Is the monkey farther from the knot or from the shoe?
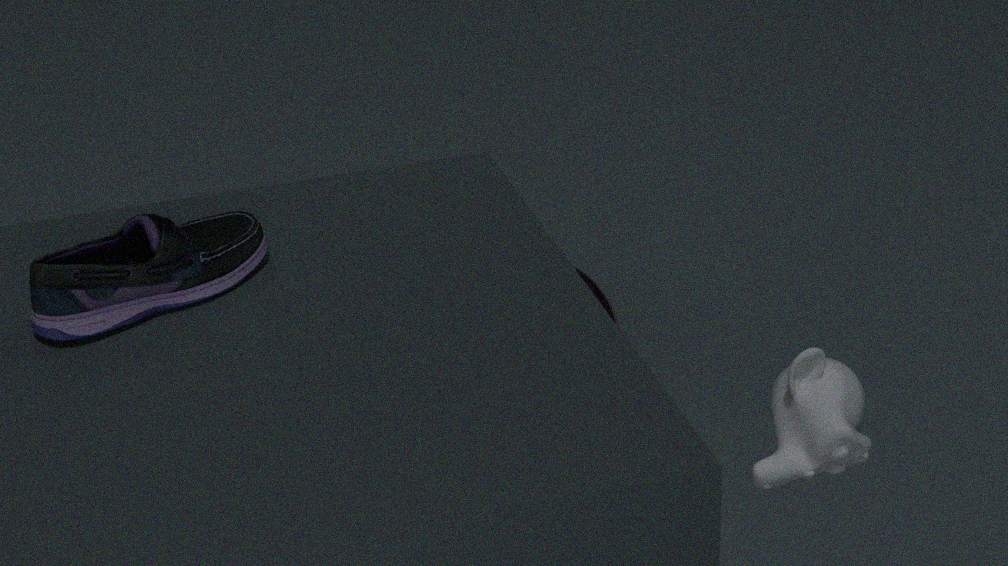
the knot
